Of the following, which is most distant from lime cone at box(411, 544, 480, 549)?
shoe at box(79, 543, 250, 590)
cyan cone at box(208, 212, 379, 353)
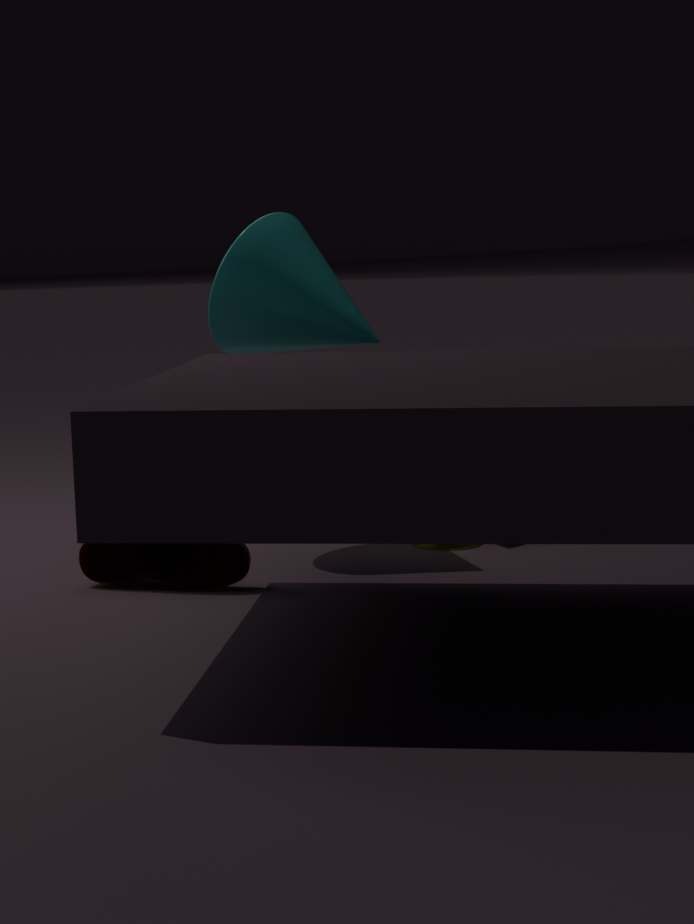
shoe at box(79, 543, 250, 590)
